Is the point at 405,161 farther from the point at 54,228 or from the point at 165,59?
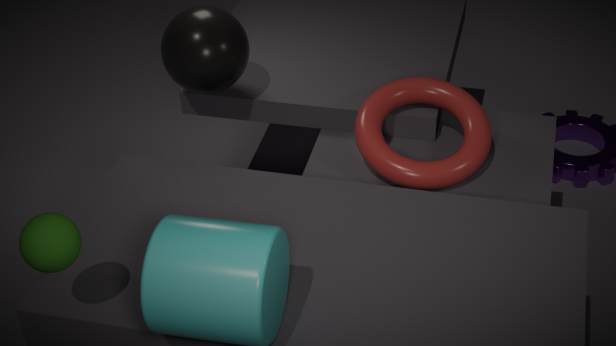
the point at 54,228
